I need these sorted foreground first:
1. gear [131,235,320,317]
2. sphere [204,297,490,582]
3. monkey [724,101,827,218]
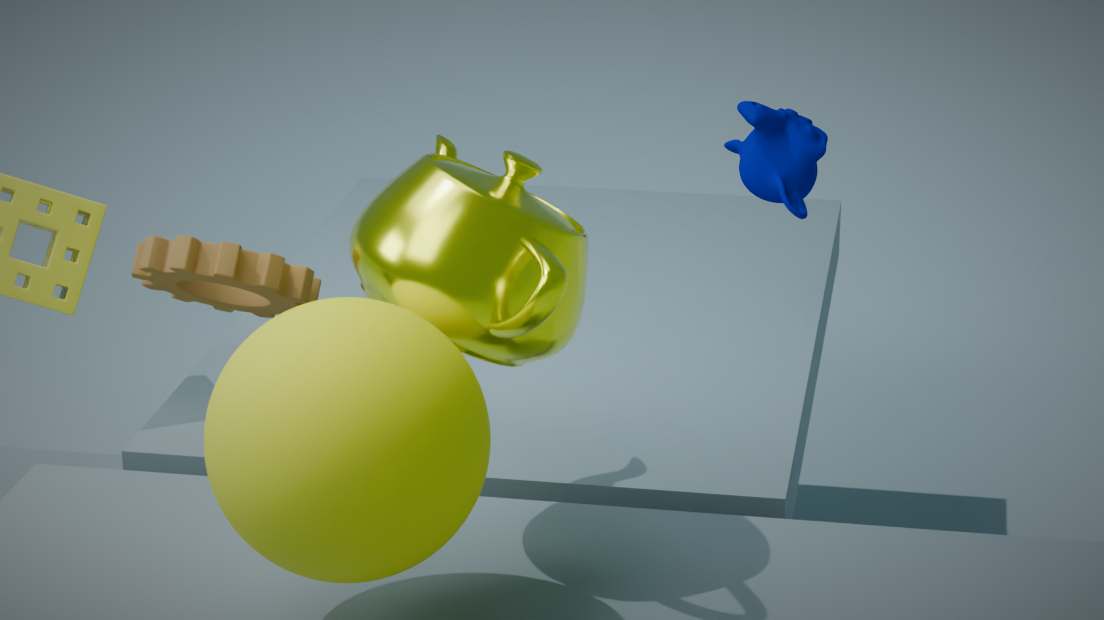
sphere [204,297,490,582]
gear [131,235,320,317]
monkey [724,101,827,218]
